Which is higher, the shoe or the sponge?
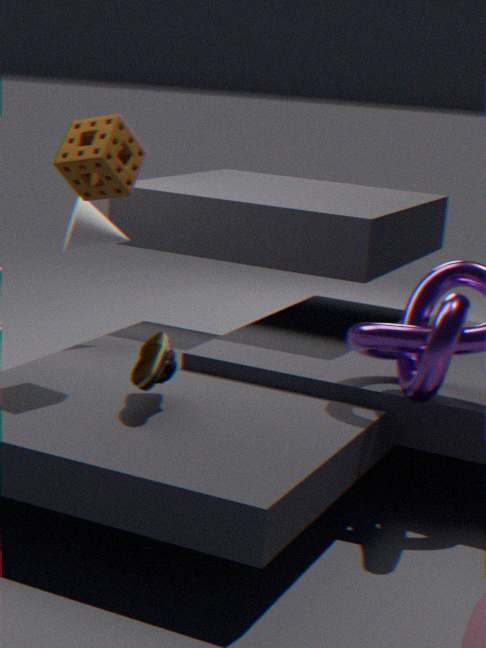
the sponge
